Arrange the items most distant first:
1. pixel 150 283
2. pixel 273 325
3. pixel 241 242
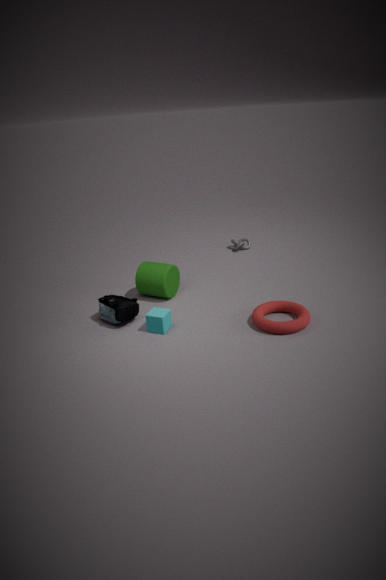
1. pixel 241 242
2. pixel 150 283
3. pixel 273 325
